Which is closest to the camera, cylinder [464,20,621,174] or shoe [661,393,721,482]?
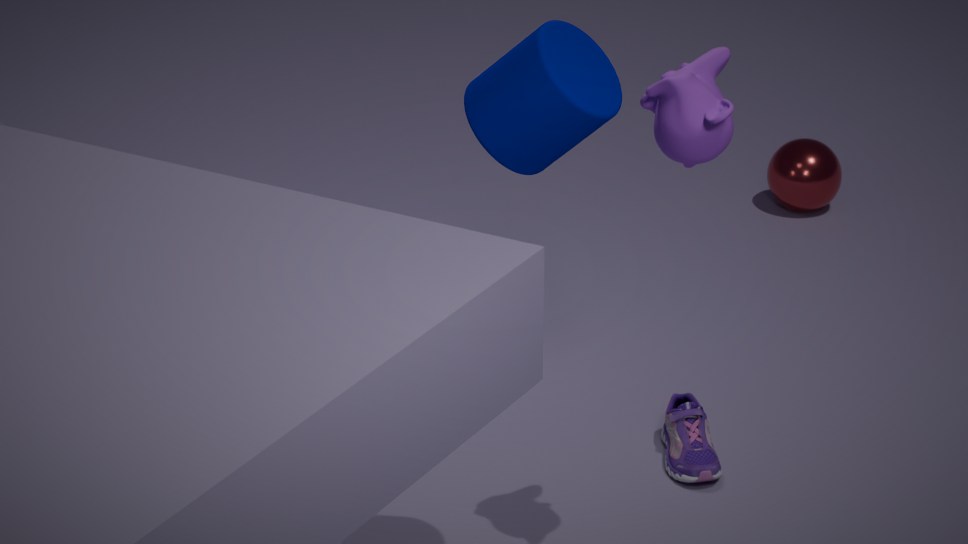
cylinder [464,20,621,174]
